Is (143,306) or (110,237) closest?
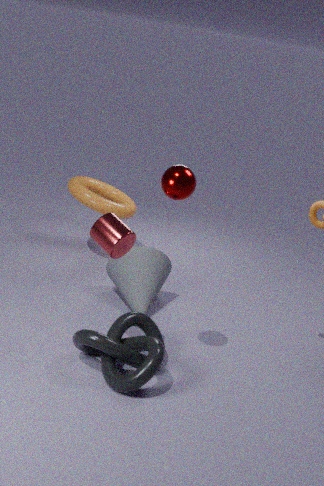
(110,237)
